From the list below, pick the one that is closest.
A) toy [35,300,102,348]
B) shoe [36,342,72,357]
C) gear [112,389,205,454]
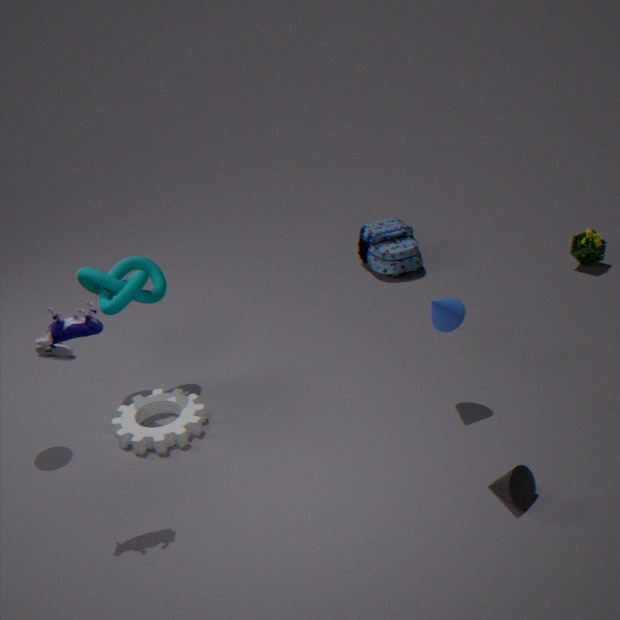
toy [35,300,102,348]
